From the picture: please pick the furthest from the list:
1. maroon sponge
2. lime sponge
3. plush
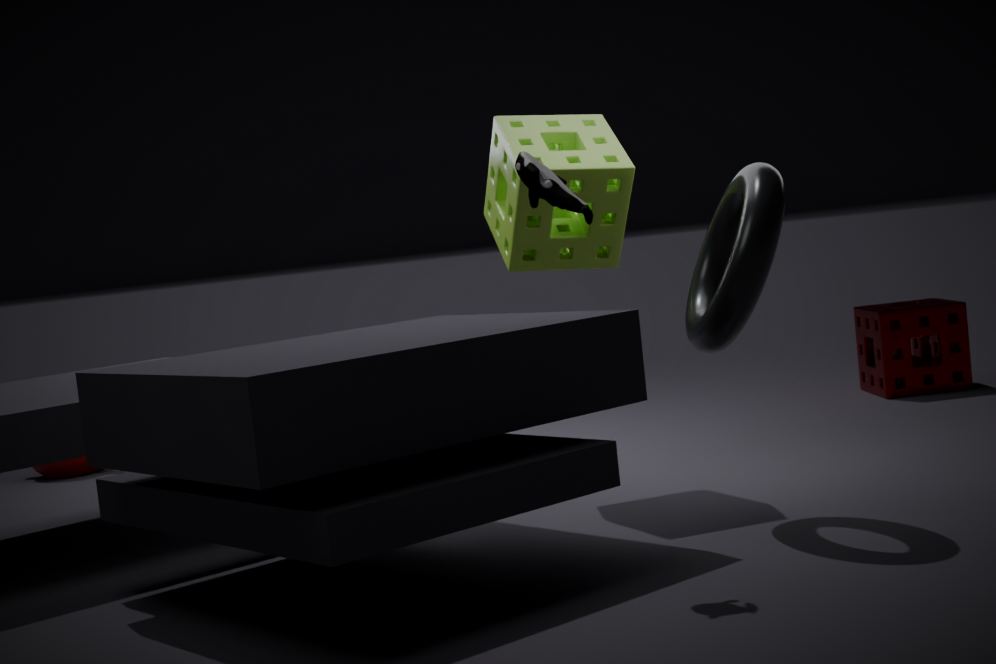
maroon sponge
